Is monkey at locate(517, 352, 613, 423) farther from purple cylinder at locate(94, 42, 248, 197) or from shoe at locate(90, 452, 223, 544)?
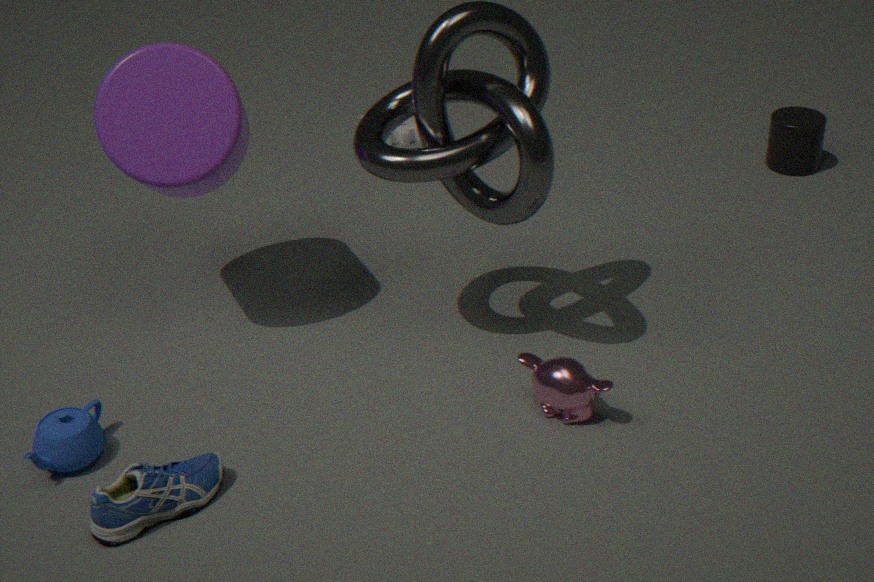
purple cylinder at locate(94, 42, 248, 197)
